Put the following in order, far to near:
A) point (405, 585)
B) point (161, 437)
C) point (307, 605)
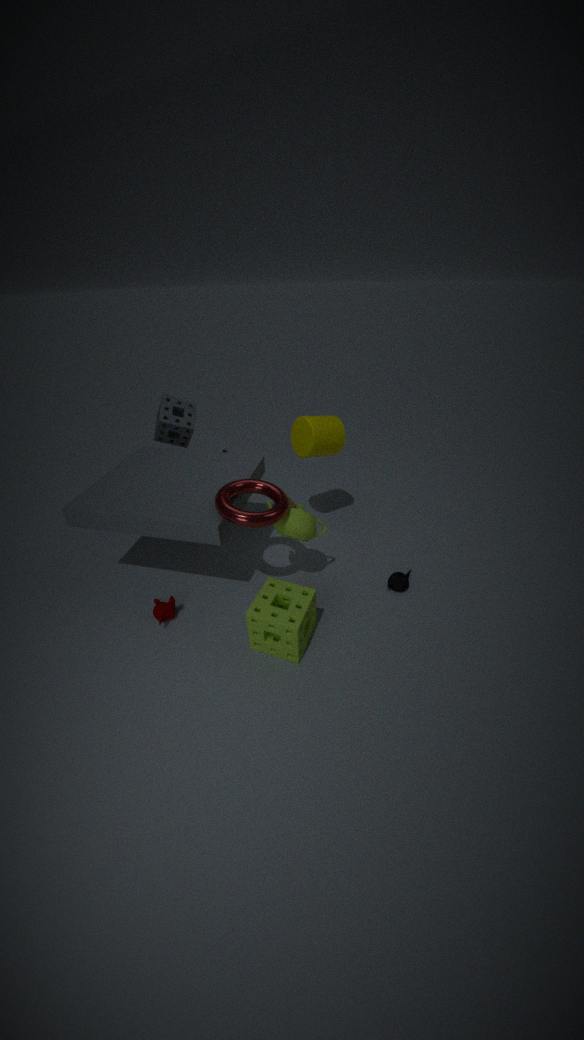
1. B. point (161, 437)
2. A. point (405, 585)
3. C. point (307, 605)
